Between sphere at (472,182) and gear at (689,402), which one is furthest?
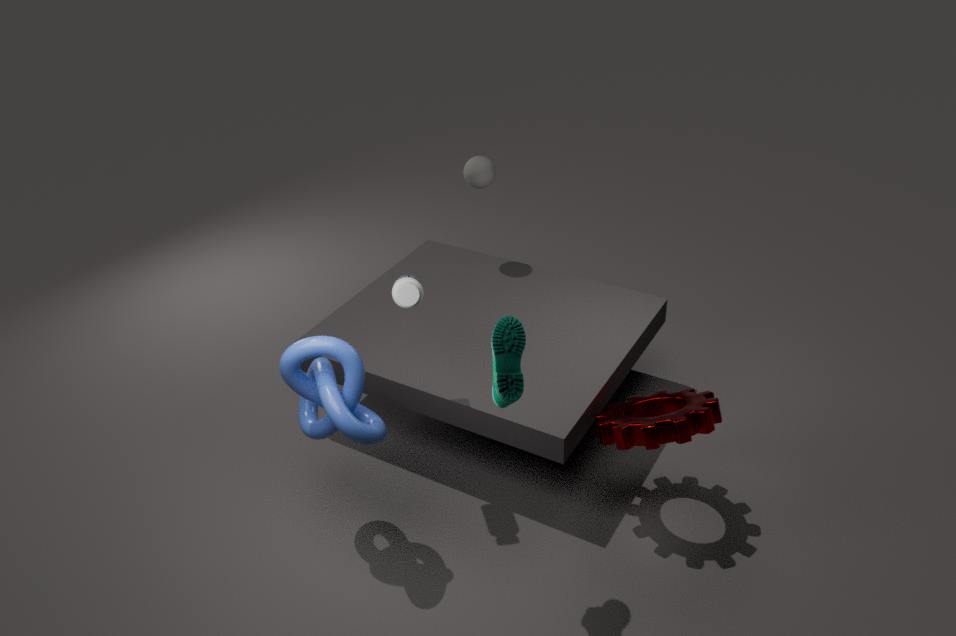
sphere at (472,182)
